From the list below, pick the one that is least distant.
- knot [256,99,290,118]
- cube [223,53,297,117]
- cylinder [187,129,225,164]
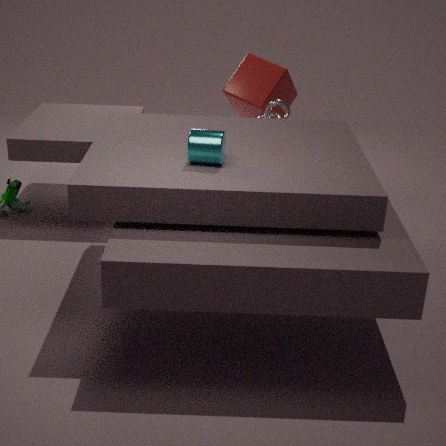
cylinder [187,129,225,164]
